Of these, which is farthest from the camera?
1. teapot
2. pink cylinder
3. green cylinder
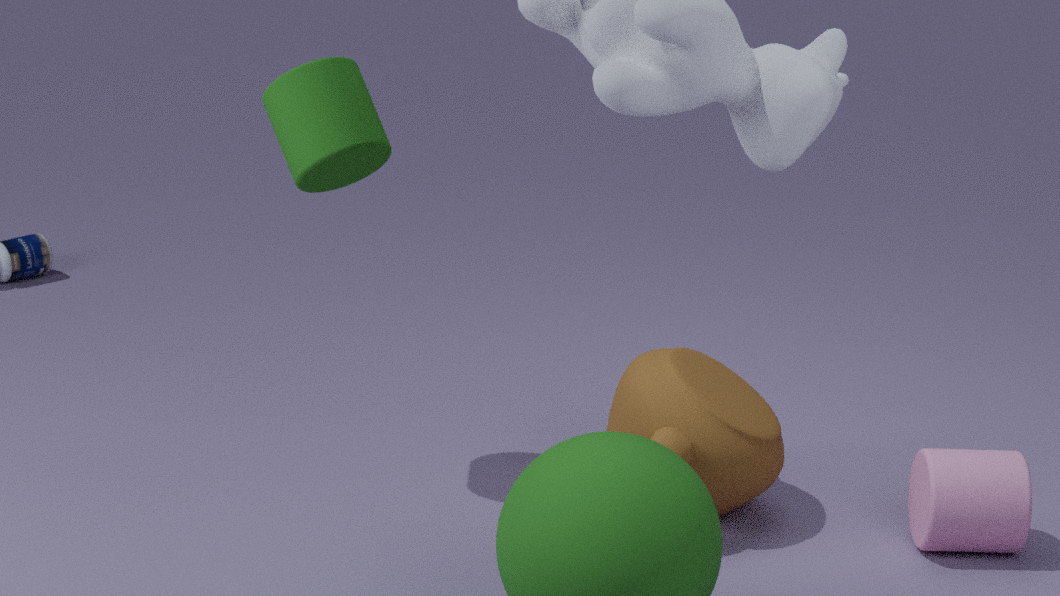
teapot
